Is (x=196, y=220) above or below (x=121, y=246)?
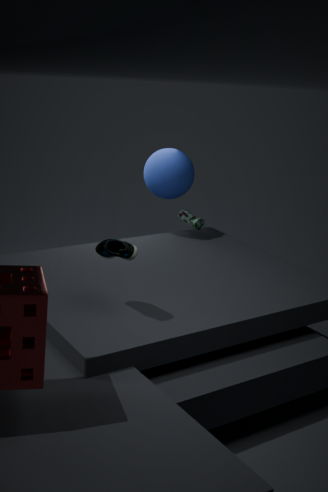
below
